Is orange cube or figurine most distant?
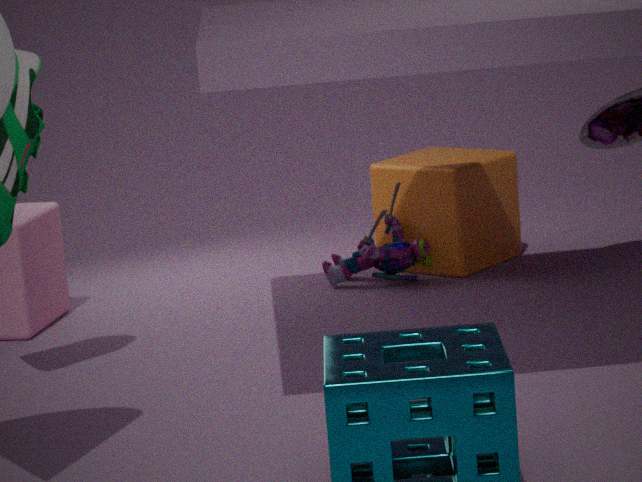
orange cube
